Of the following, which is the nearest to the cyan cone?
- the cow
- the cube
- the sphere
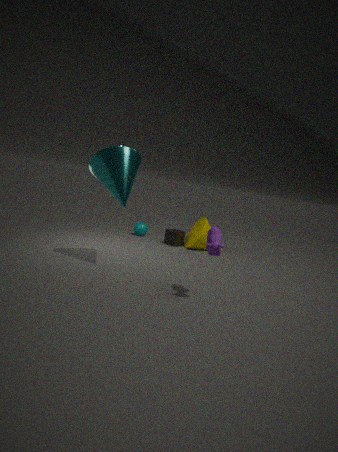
the cow
